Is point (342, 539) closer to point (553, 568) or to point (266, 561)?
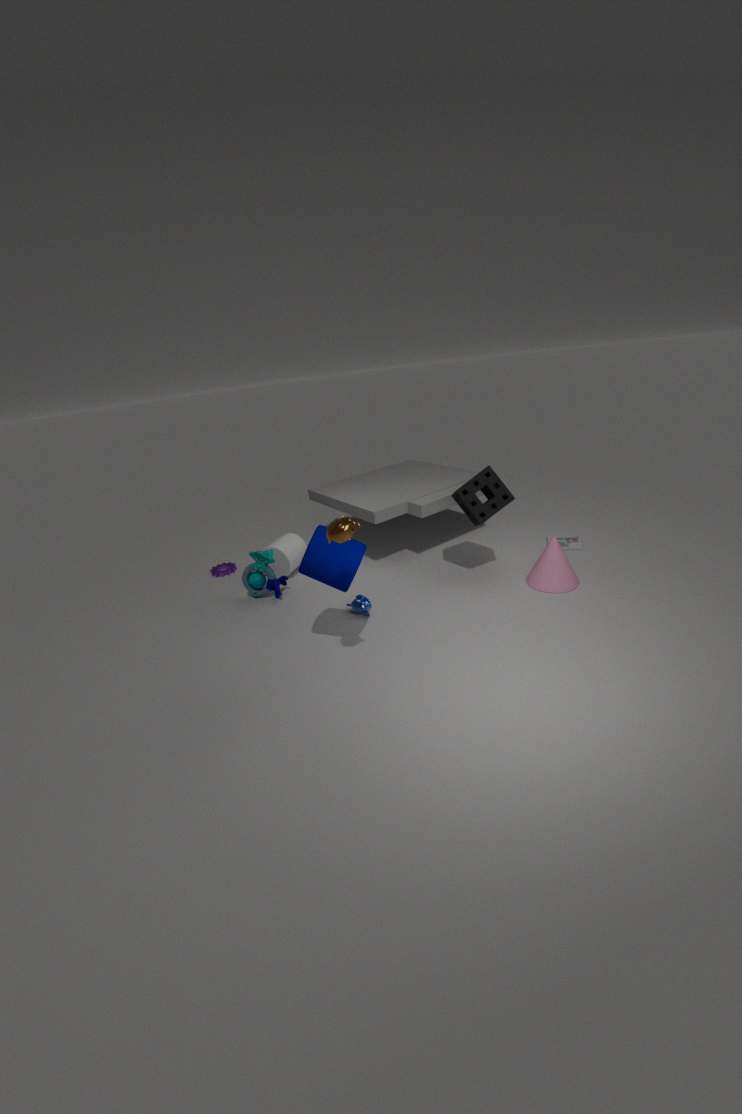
point (266, 561)
